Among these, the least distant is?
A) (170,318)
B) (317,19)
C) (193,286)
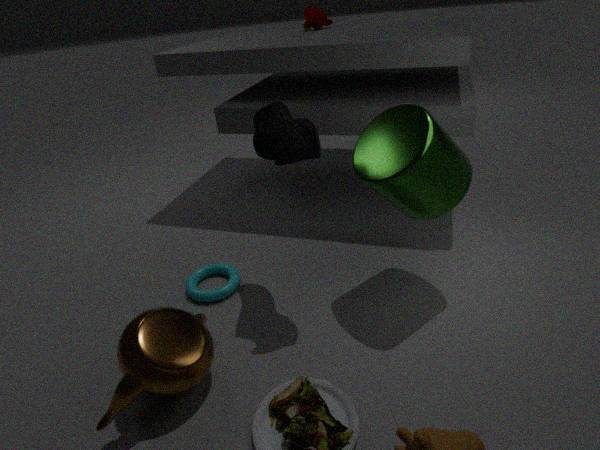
(170,318)
